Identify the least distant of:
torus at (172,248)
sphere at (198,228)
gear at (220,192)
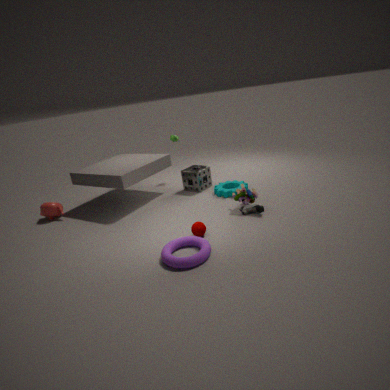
torus at (172,248)
